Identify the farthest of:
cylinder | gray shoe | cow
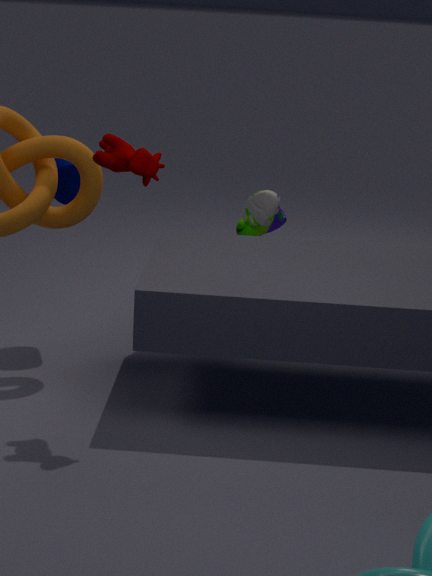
gray shoe
